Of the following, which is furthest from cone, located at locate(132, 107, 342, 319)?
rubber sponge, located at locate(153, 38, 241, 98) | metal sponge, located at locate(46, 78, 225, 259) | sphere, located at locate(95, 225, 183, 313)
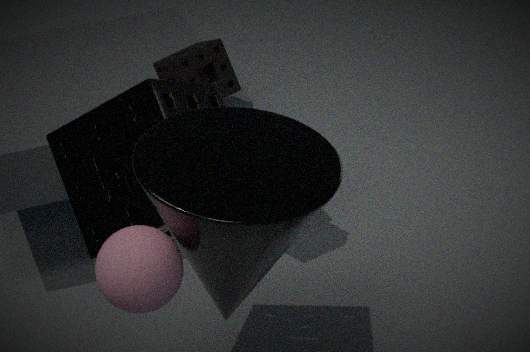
rubber sponge, located at locate(153, 38, 241, 98)
